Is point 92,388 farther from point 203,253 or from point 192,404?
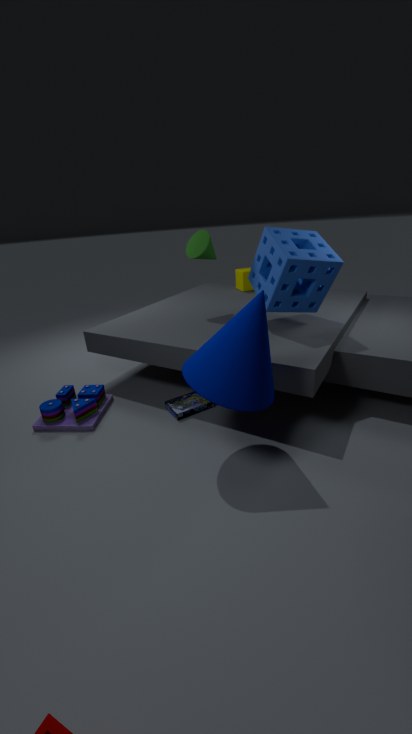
point 203,253
